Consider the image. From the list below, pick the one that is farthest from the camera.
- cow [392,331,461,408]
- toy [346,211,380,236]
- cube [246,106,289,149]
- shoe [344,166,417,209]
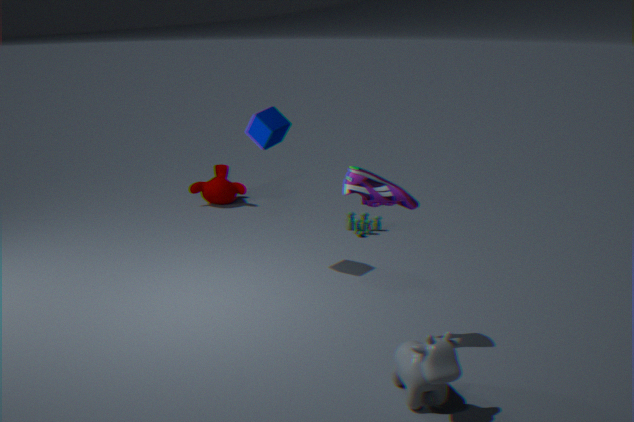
toy [346,211,380,236]
